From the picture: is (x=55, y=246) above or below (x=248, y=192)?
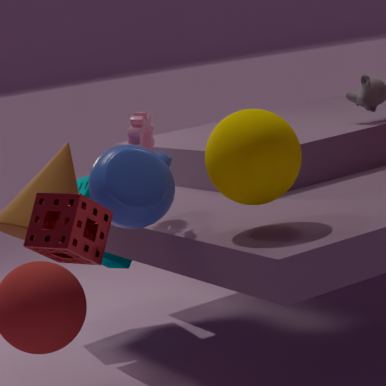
below
